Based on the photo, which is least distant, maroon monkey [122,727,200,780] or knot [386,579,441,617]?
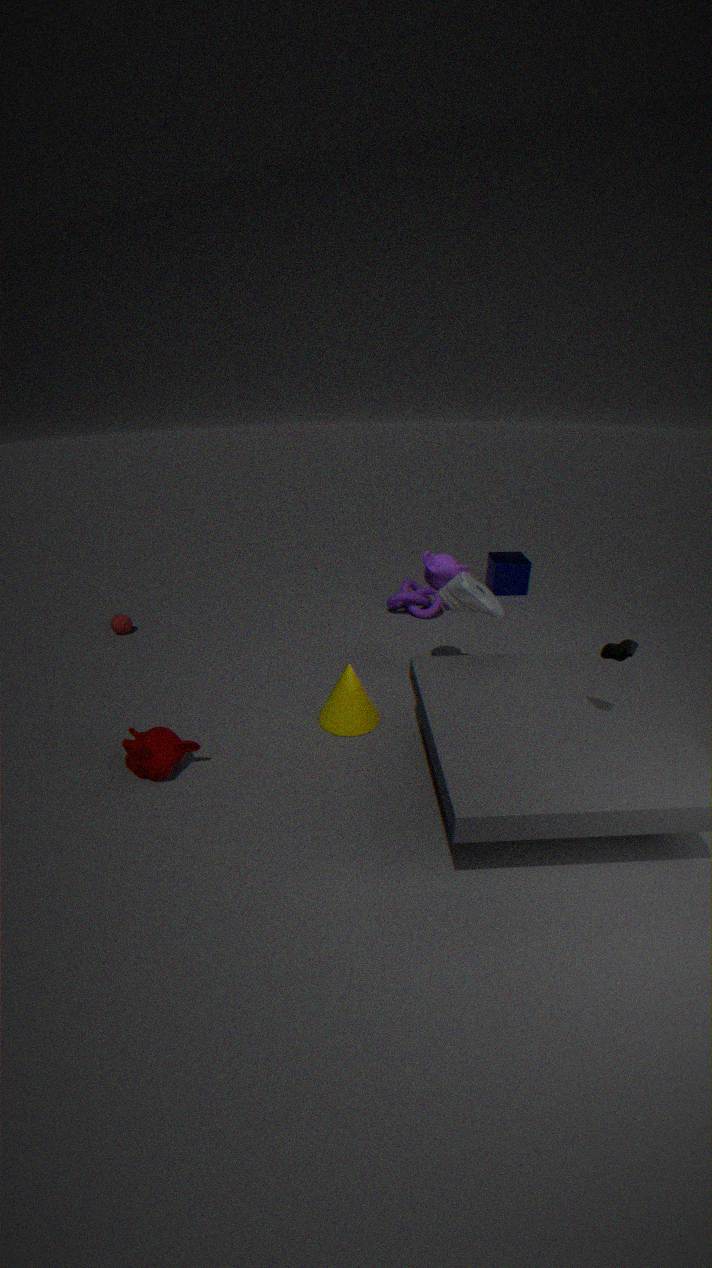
maroon monkey [122,727,200,780]
